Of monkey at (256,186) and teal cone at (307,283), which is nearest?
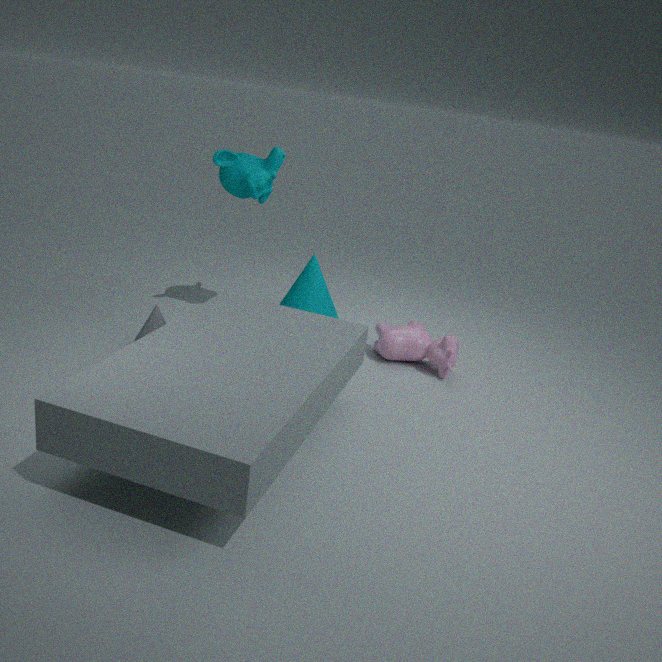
monkey at (256,186)
